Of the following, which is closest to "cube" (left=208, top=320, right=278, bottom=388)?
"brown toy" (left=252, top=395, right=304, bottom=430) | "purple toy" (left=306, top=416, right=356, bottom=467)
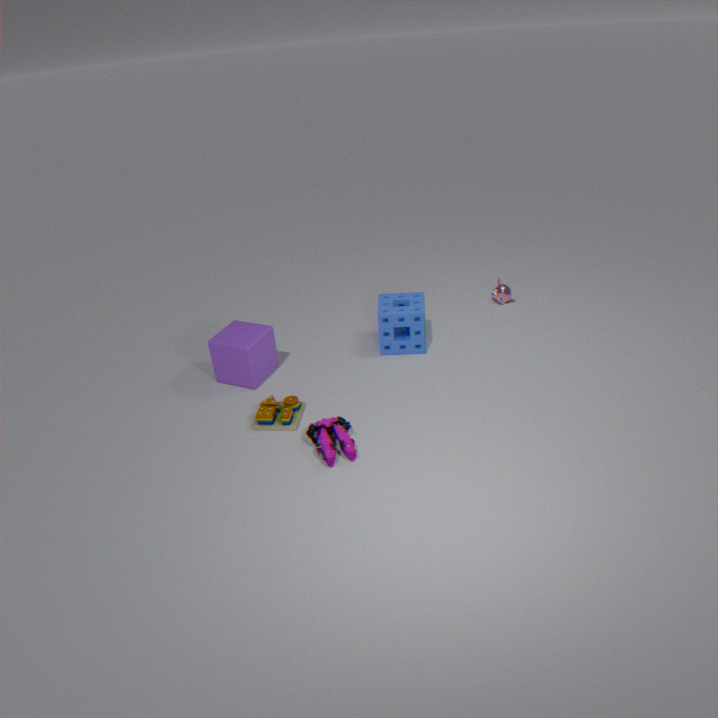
"brown toy" (left=252, top=395, right=304, bottom=430)
